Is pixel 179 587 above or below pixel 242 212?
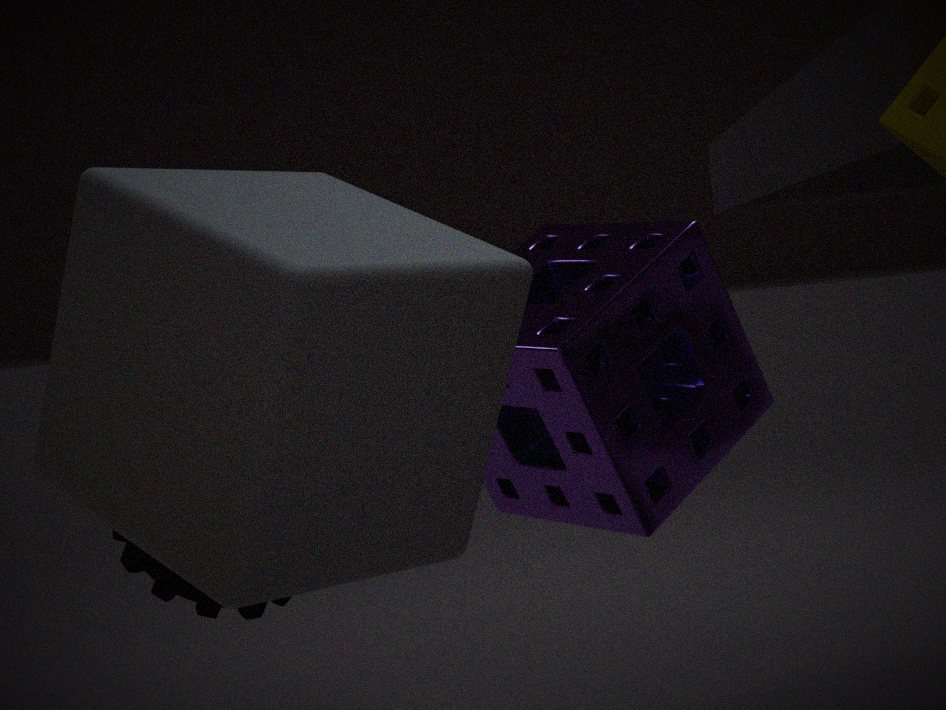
below
